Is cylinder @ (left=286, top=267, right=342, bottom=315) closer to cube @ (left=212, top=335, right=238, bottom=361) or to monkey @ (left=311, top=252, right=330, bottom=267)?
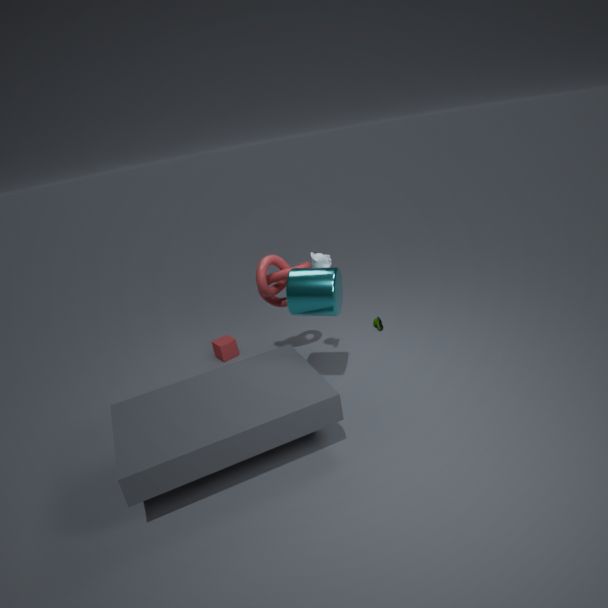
monkey @ (left=311, top=252, right=330, bottom=267)
